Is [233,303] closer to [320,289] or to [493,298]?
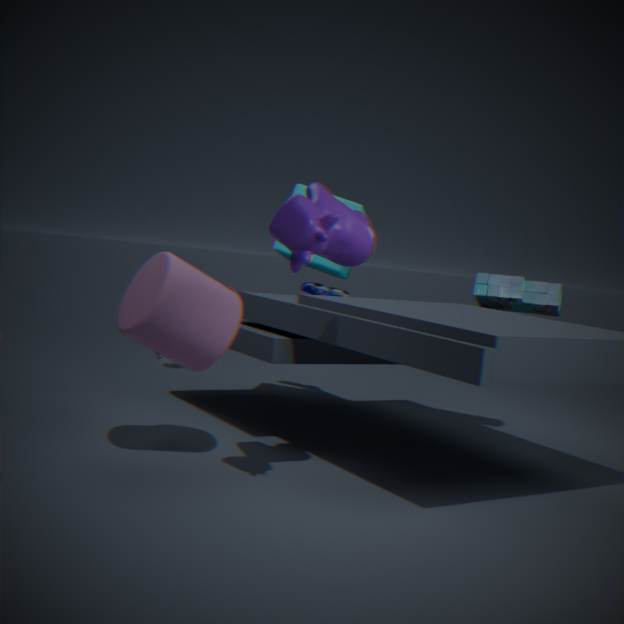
[320,289]
